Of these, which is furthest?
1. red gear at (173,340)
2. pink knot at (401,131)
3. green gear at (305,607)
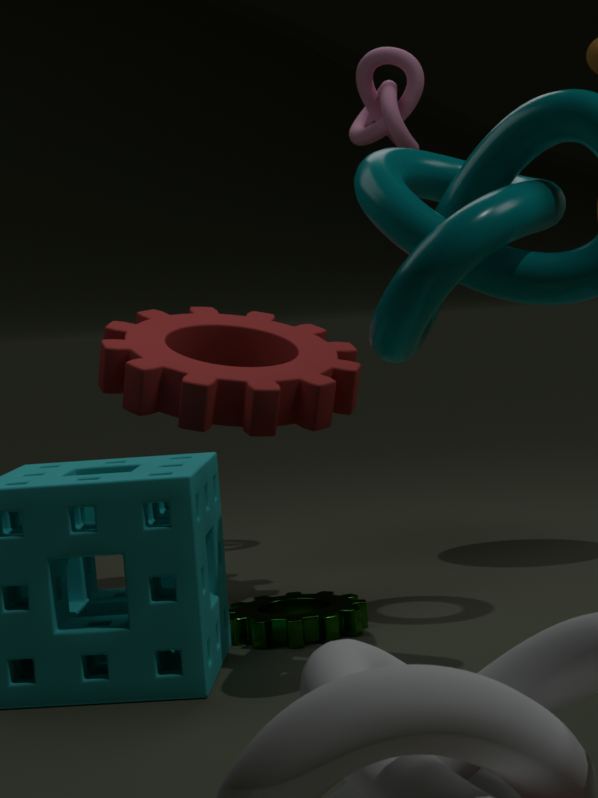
pink knot at (401,131)
